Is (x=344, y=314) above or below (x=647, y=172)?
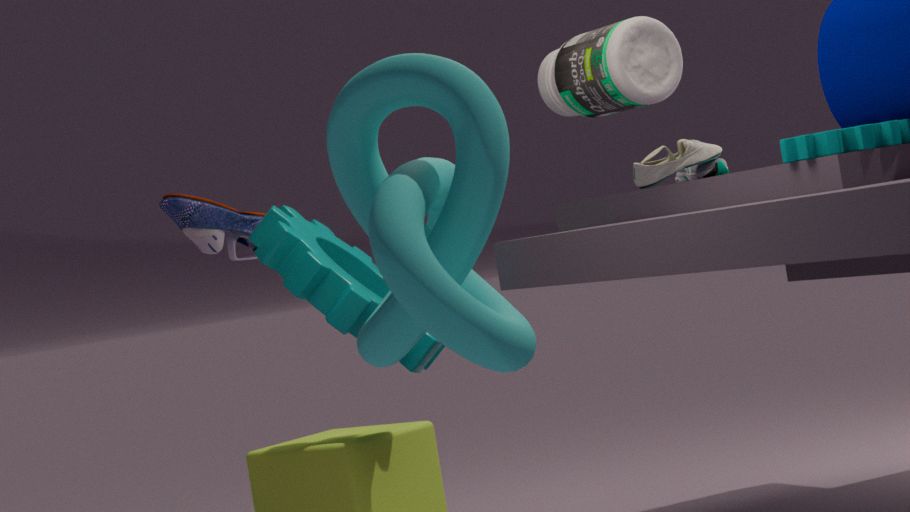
below
